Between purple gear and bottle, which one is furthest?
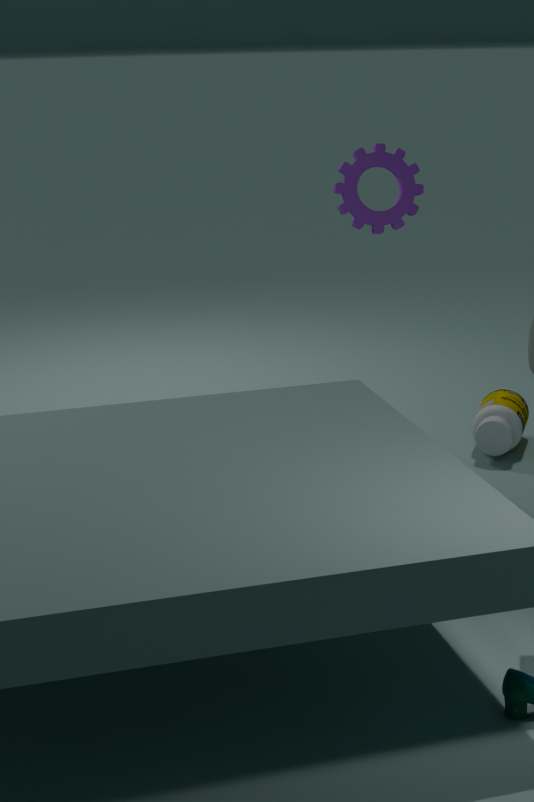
bottle
